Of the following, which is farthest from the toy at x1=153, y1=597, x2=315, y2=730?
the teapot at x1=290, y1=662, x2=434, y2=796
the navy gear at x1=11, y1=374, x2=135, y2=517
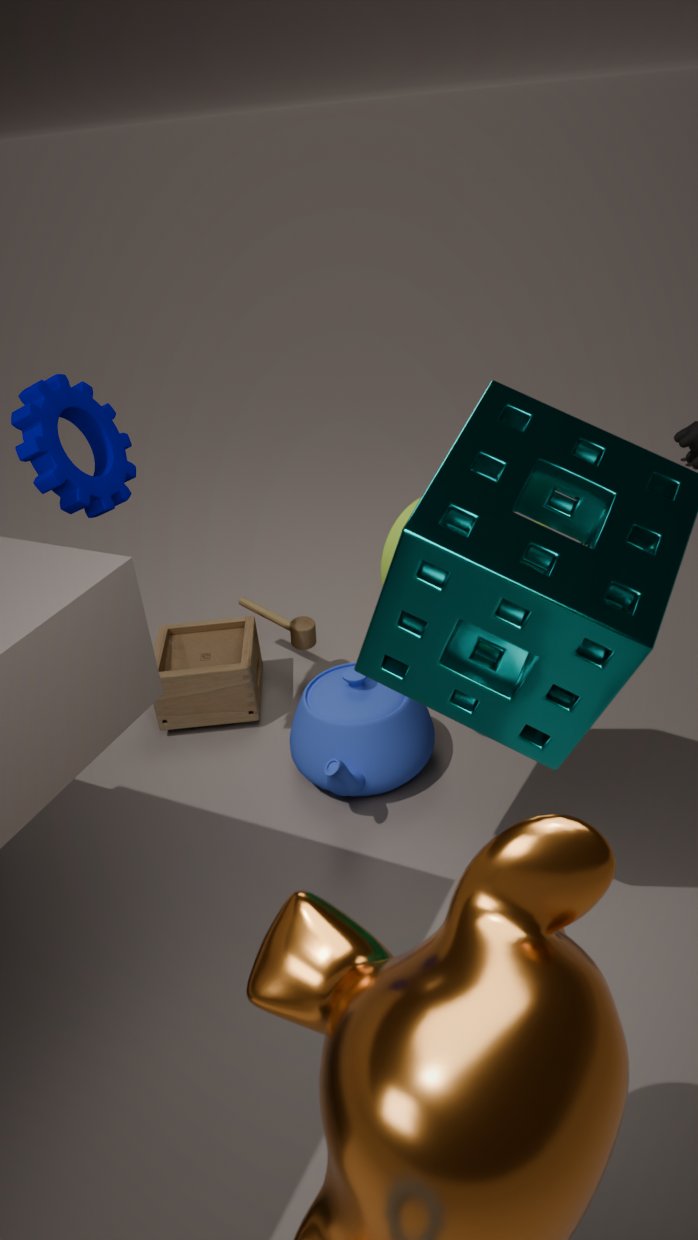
the navy gear at x1=11, y1=374, x2=135, y2=517
